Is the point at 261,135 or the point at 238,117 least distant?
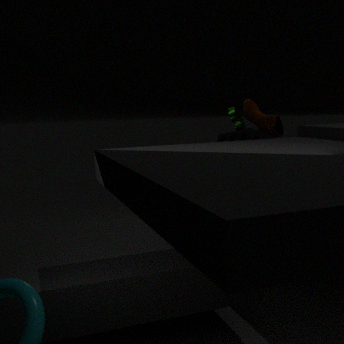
the point at 261,135
